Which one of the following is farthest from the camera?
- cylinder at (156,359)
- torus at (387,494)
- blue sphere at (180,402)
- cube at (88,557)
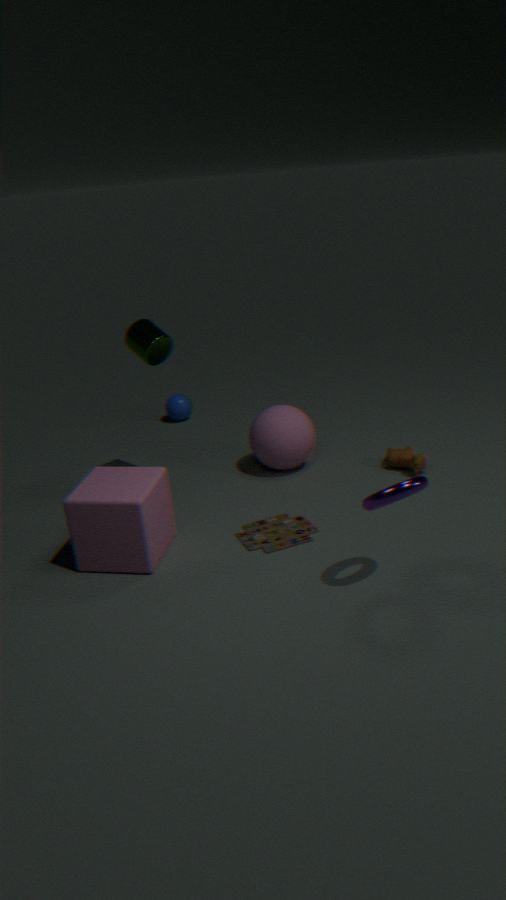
blue sphere at (180,402)
